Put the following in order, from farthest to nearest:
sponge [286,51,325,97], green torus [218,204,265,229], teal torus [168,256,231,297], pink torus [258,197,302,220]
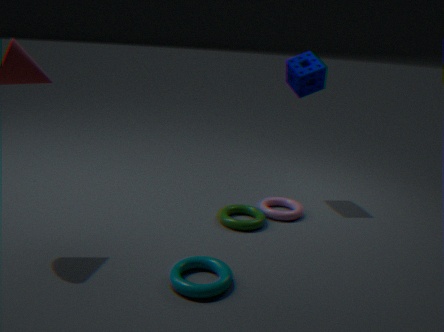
sponge [286,51,325,97], pink torus [258,197,302,220], green torus [218,204,265,229], teal torus [168,256,231,297]
